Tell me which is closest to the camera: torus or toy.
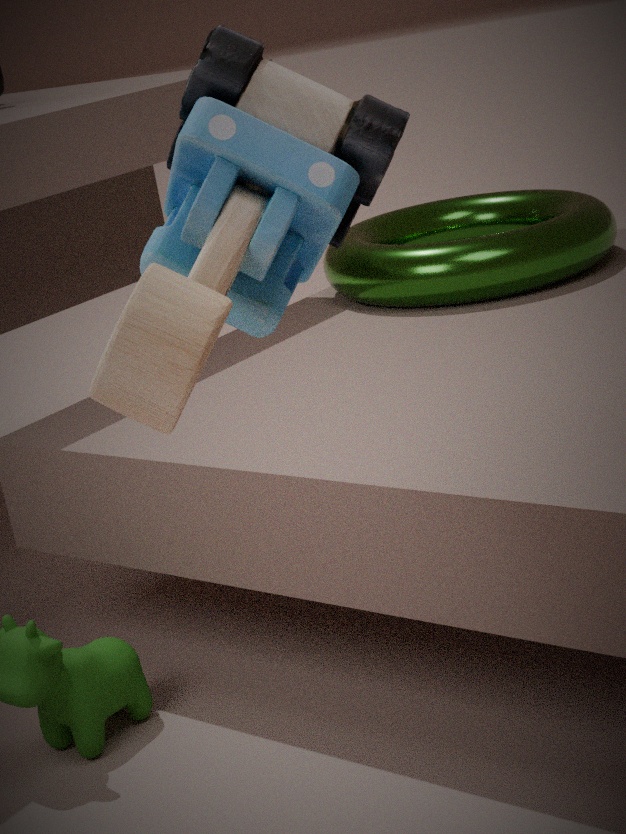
toy
